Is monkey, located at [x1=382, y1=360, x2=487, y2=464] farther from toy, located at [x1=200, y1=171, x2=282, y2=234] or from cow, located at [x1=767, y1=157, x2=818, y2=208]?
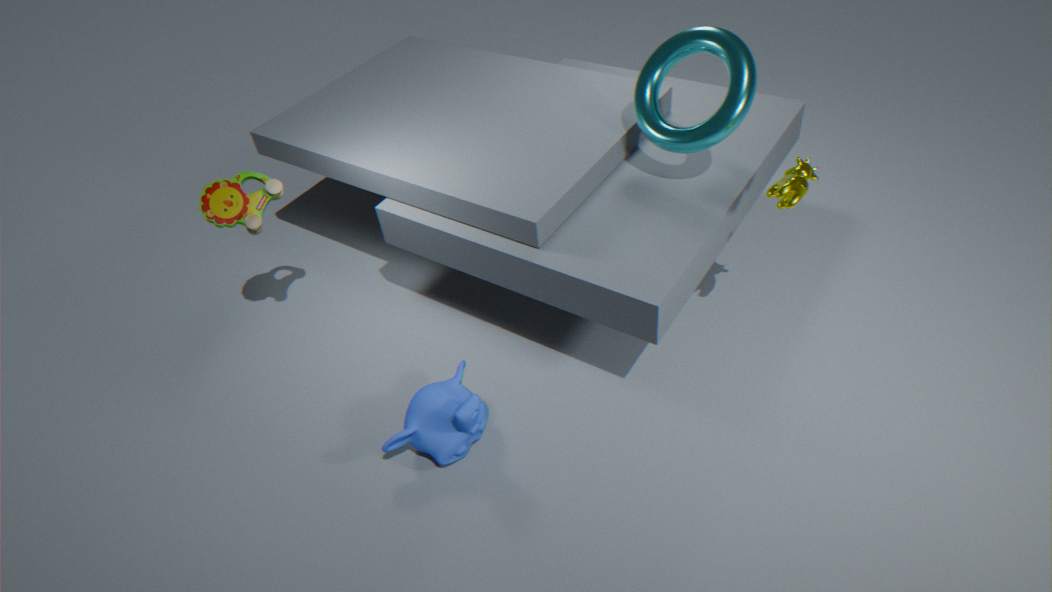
cow, located at [x1=767, y1=157, x2=818, y2=208]
